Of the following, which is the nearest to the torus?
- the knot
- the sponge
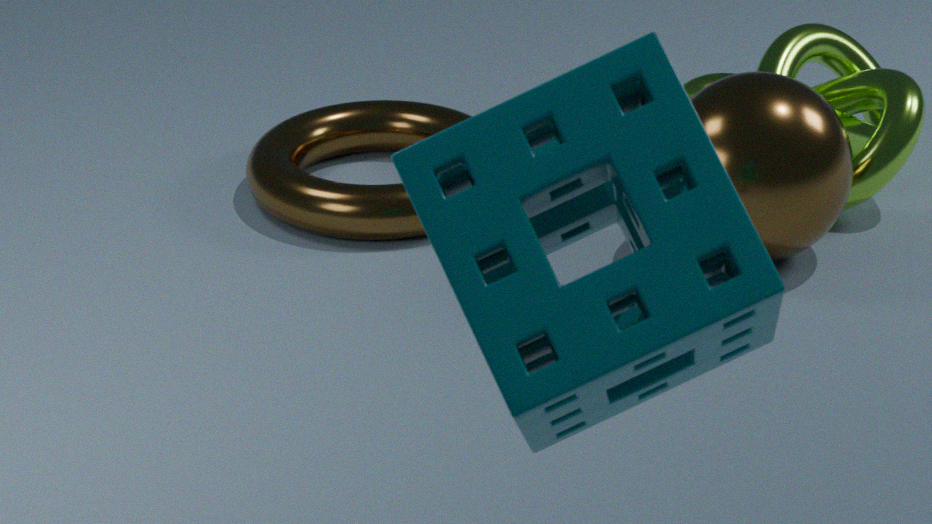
the knot
